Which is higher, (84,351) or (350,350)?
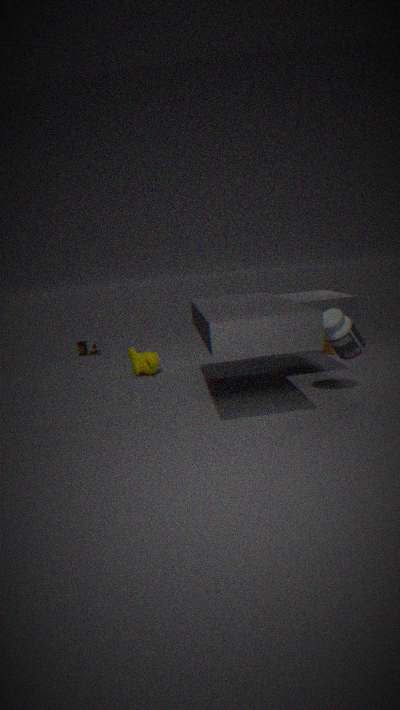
(350,350)
